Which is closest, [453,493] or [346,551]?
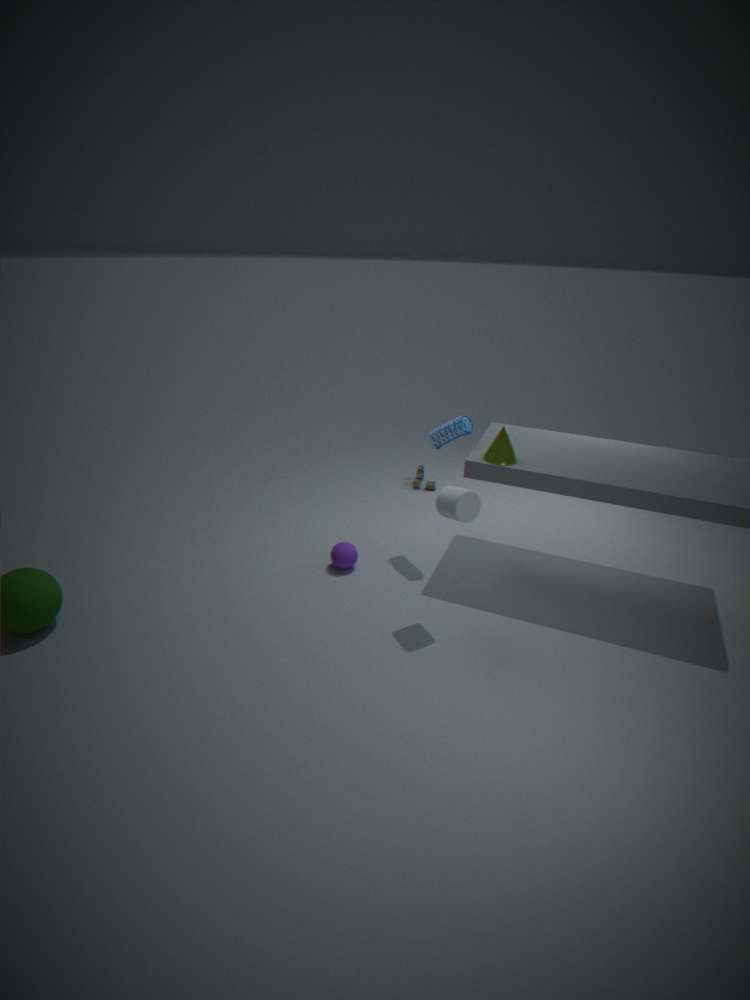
[453,493]
